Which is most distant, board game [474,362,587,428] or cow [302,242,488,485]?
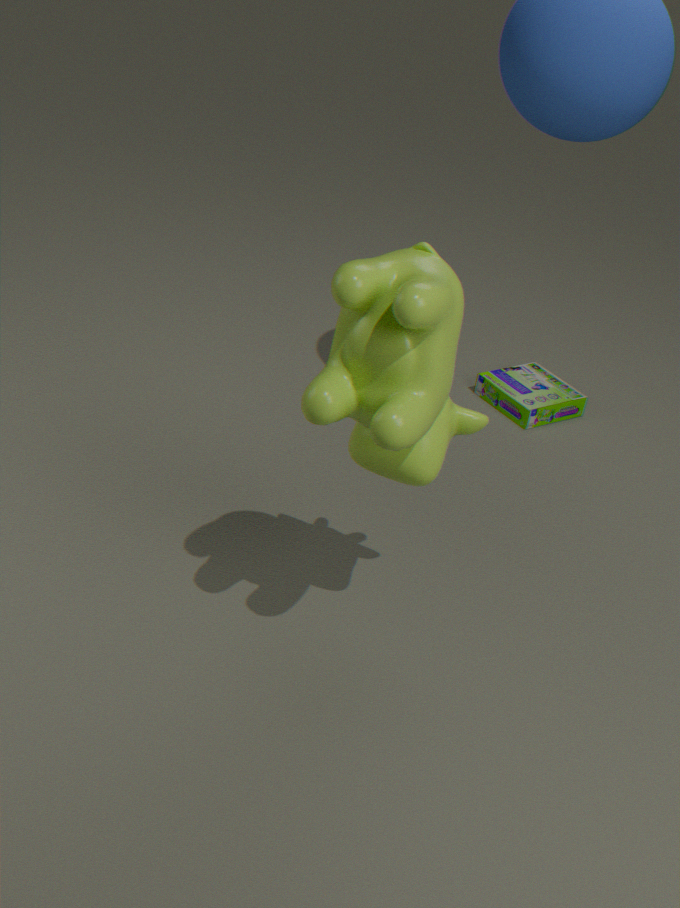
board game [474,362,587,428]
